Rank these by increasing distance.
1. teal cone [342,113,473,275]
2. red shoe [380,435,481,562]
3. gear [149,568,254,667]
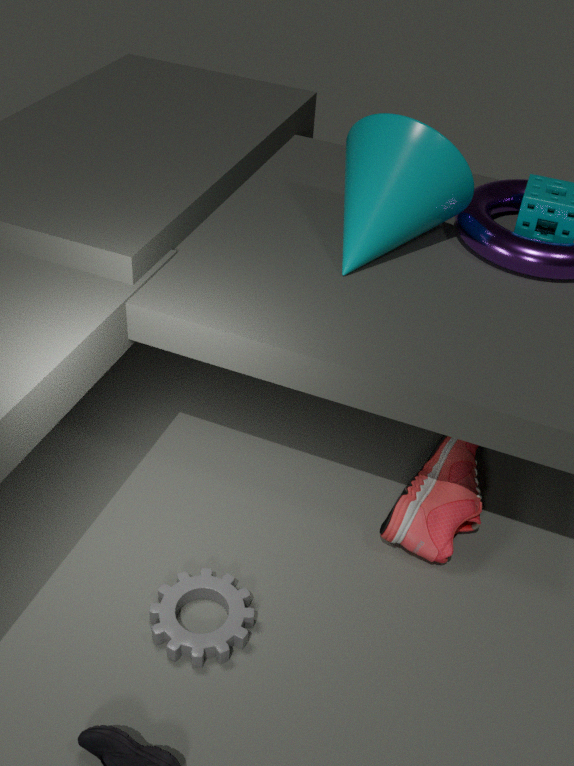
gear [149,568,254,667], red shoe [380,435,481,562], teal cone [342,113,473,275]
